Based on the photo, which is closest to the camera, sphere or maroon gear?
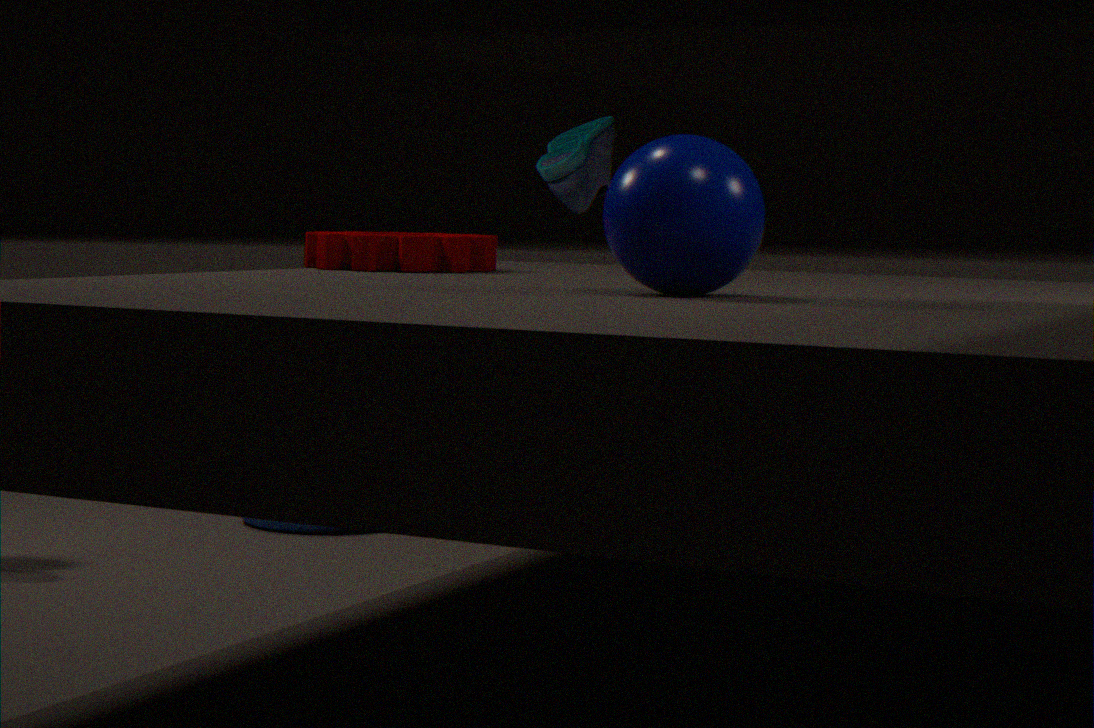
sphere
